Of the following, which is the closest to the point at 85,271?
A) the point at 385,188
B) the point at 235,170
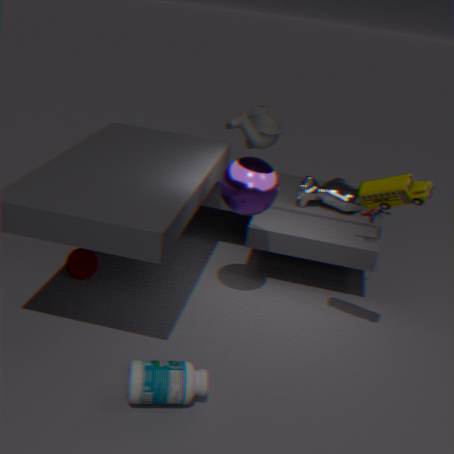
the point at 235,170
